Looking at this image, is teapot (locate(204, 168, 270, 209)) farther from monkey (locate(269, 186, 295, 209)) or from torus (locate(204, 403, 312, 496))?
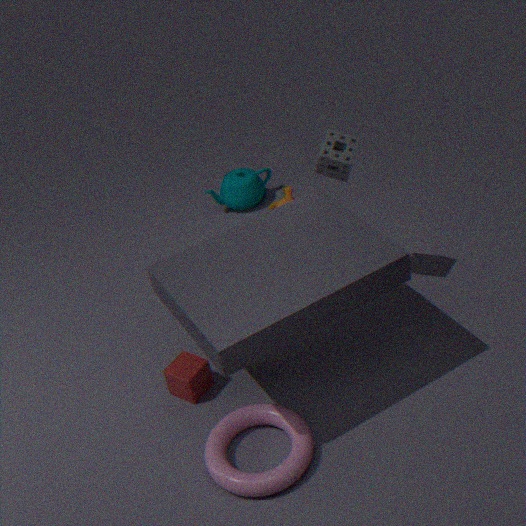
torus (locate(204, 403, 312, 496))
